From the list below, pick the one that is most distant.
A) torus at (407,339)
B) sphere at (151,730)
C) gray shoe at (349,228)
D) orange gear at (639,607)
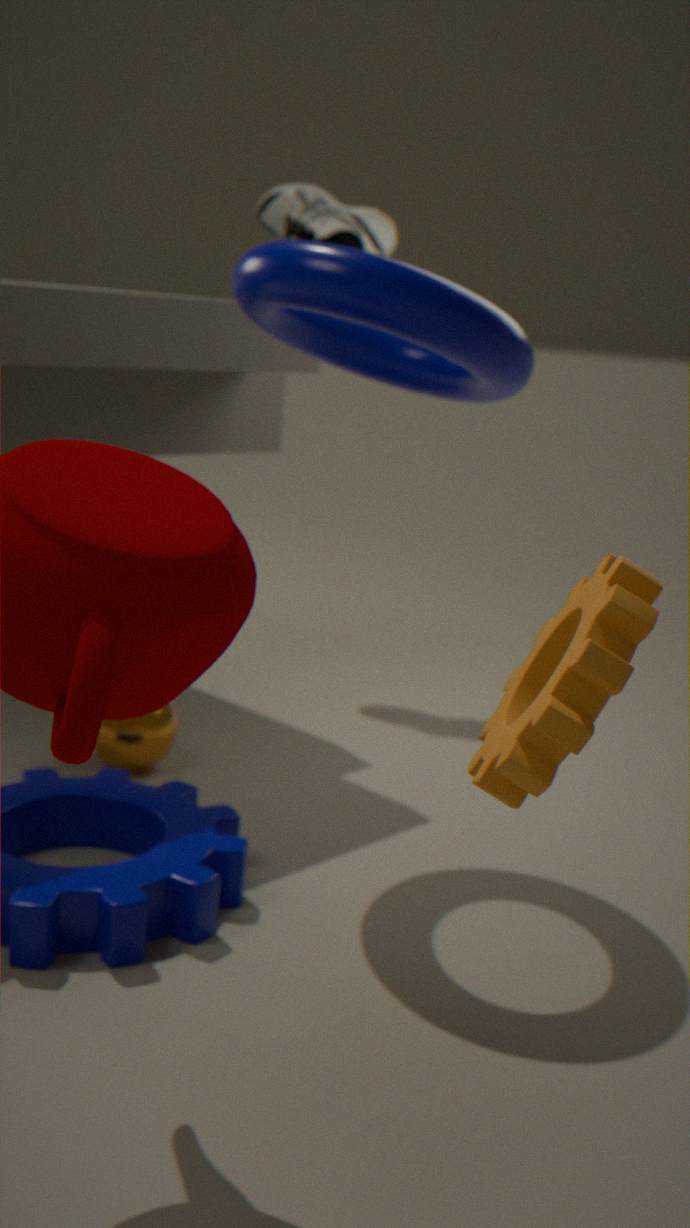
gray shoe at (349,228)
